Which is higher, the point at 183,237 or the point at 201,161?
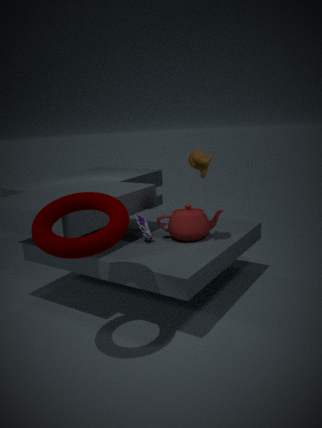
the point at 201,161
